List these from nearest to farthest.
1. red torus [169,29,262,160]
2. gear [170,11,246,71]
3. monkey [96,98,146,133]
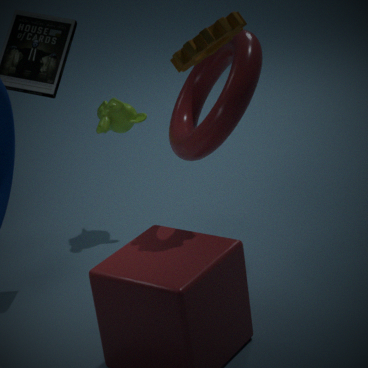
gear [170,11,246,71] < red torus [169,29,262,160] < monkey [96,98,146,133]
